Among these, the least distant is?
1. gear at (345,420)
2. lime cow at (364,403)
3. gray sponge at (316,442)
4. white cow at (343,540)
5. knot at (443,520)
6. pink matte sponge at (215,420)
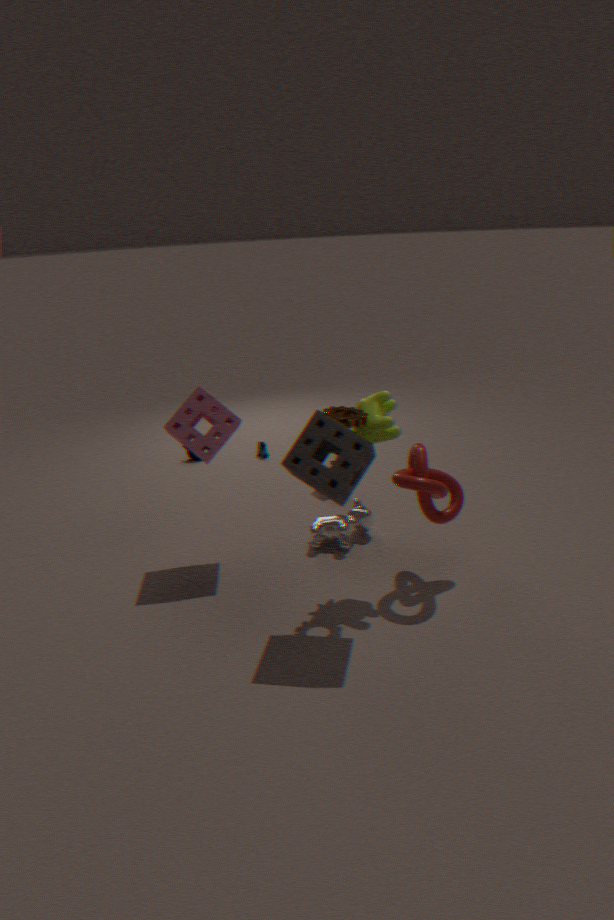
gray sponge at (316,442)
